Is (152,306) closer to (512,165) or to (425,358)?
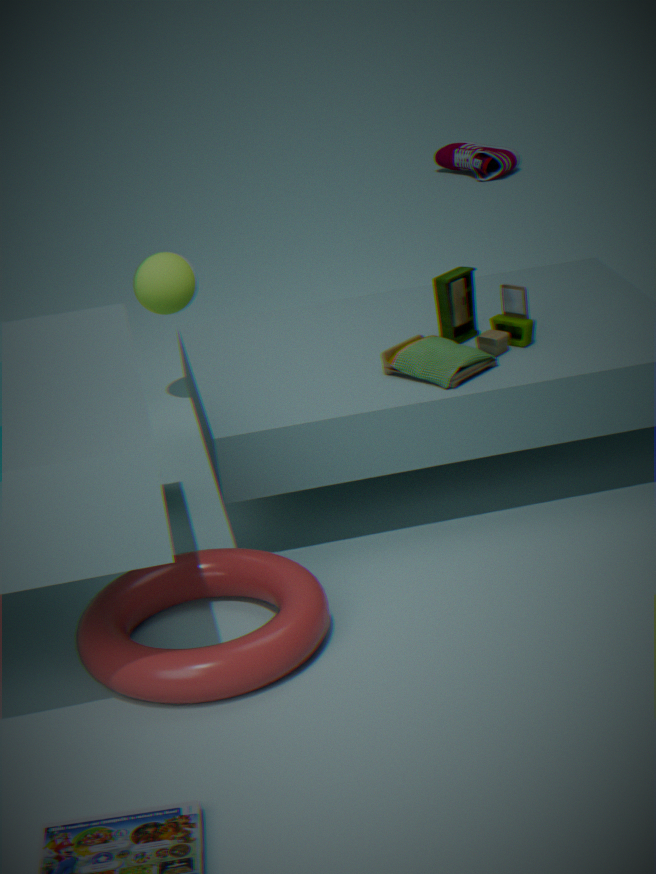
(425,358)
